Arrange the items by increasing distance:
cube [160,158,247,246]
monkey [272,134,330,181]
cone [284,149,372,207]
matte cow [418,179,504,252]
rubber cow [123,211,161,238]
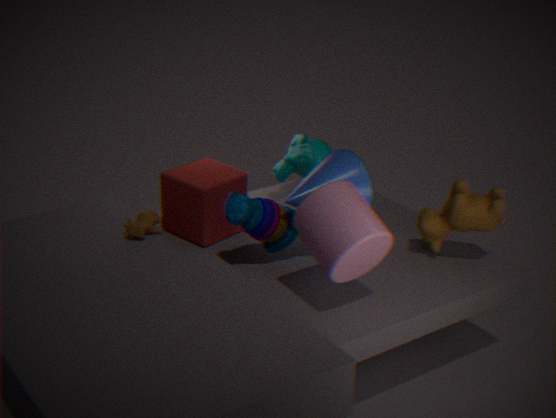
cone [284,149,372,207], matte cow [418,179,504,252], rubber cow [123,211,161,238], cube [160,158,247,246], monkey [272,134,330,181]
